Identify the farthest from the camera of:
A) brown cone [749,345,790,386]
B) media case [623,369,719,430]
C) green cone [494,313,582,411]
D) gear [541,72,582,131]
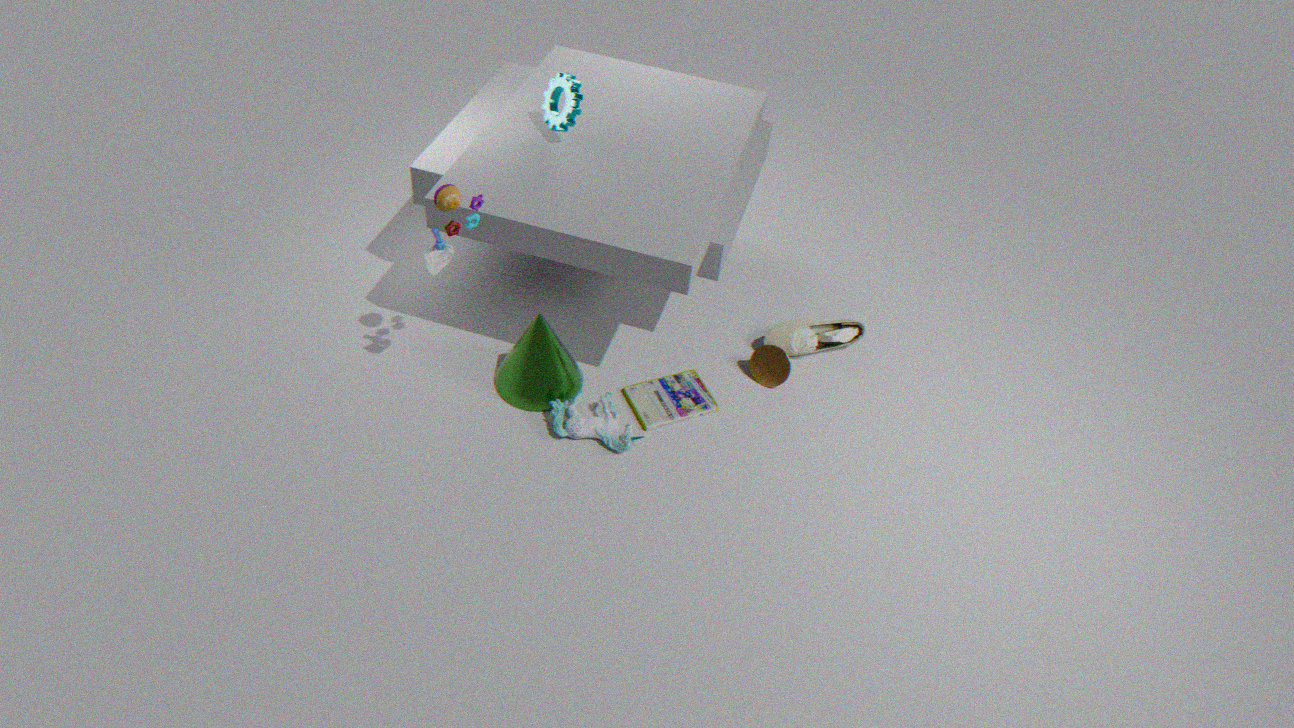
brown cone [749,345,790,386]
